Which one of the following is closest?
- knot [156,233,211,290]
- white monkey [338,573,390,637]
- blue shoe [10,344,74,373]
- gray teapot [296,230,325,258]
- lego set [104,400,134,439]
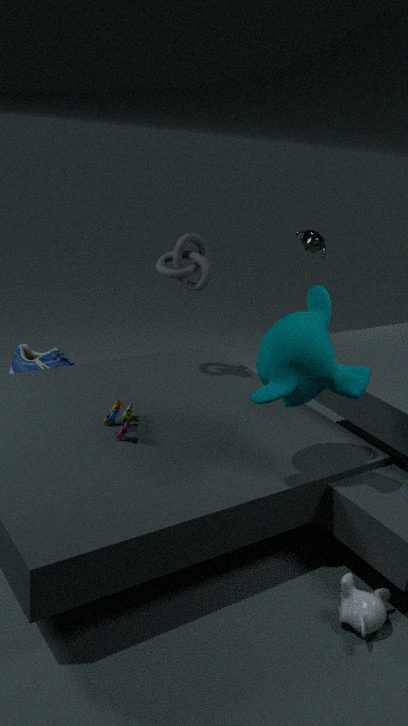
A: white monkey [338,573,390,637]
